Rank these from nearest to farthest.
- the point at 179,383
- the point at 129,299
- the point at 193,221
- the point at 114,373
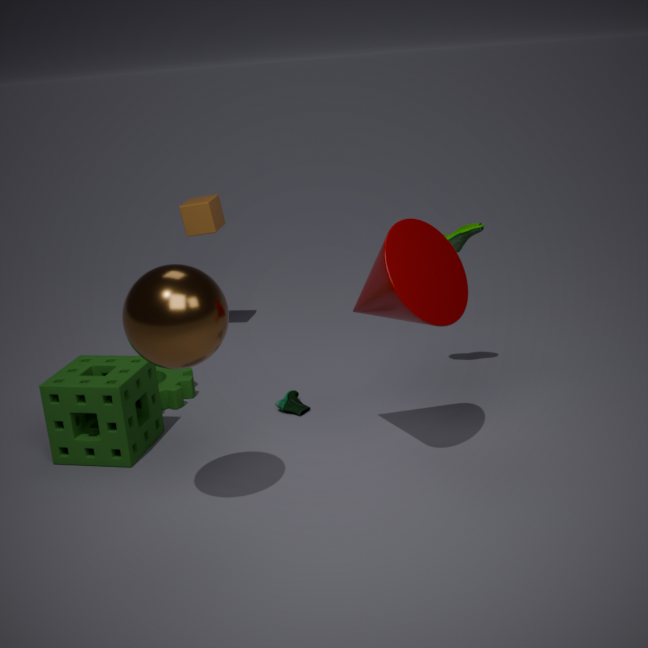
the point at 129,299 → the point at 114,373 → the point at 179,383 → the point at 193,221
